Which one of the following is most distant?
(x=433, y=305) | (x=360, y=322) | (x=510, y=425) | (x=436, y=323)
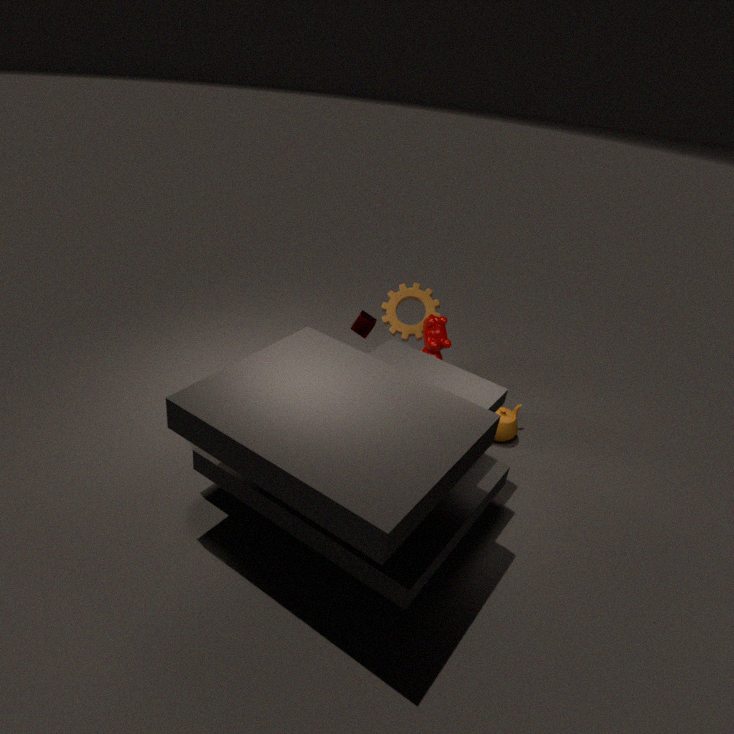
(x=360, y=322)
